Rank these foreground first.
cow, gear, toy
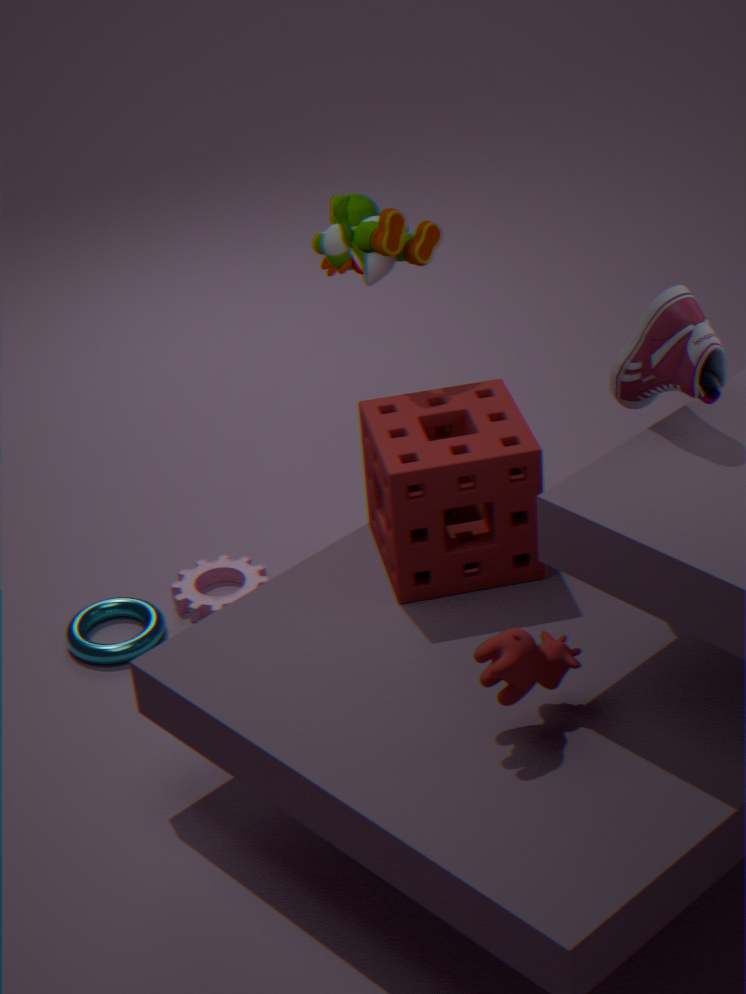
cow < toy < gear
